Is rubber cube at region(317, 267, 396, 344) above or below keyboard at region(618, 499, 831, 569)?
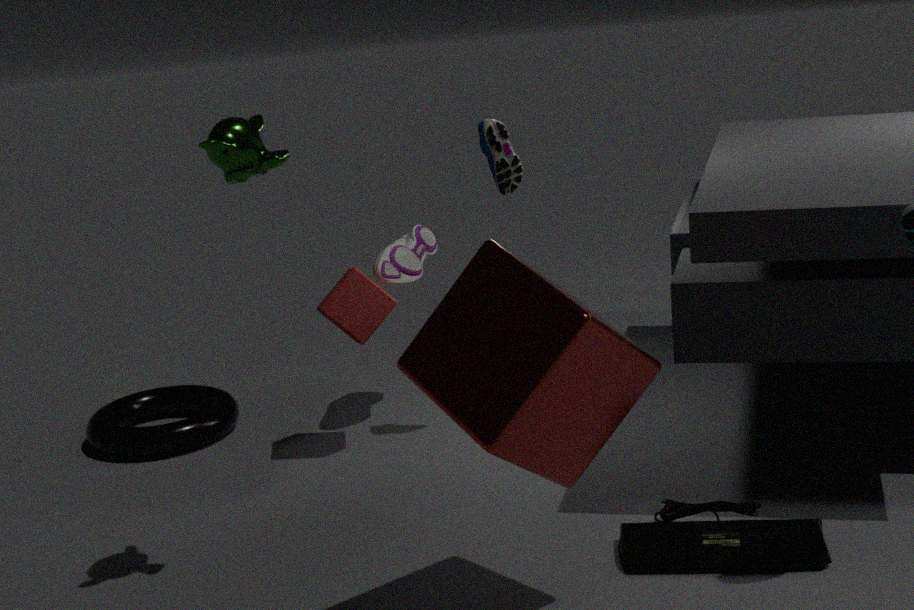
above
